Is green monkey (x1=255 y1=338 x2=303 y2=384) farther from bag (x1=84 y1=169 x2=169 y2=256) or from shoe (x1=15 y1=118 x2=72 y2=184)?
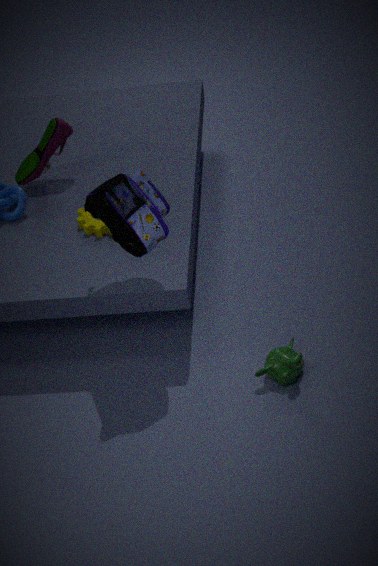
shoe (x1=15 y1=118 x2=72 y2=184)
